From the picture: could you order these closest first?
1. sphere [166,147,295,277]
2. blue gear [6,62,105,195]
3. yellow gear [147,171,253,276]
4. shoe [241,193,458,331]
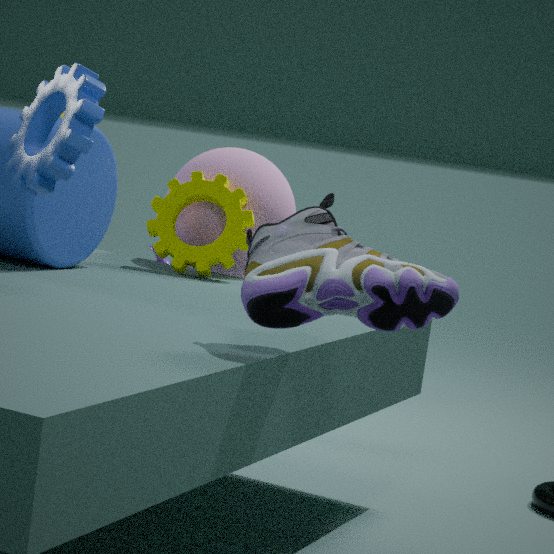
shoe [241,193,458,331], blue gear [6,62,105,195], yellow gear [147,171,253,276], sphere [166,147,295,277]
